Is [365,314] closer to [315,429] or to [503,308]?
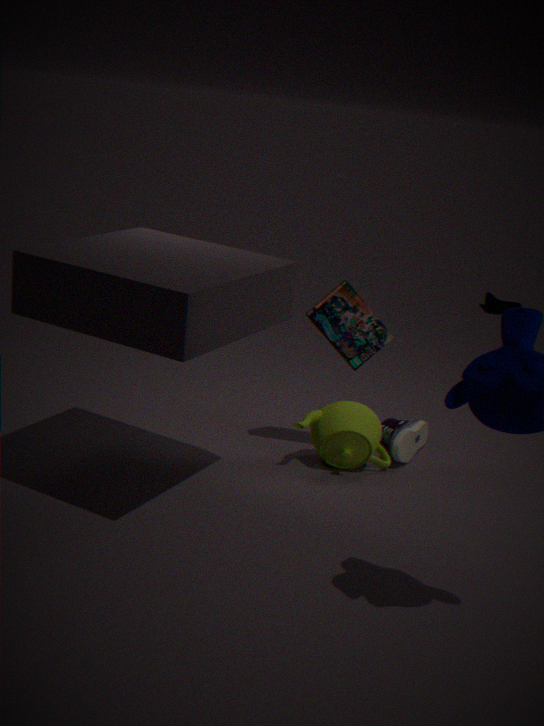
[315,429]
